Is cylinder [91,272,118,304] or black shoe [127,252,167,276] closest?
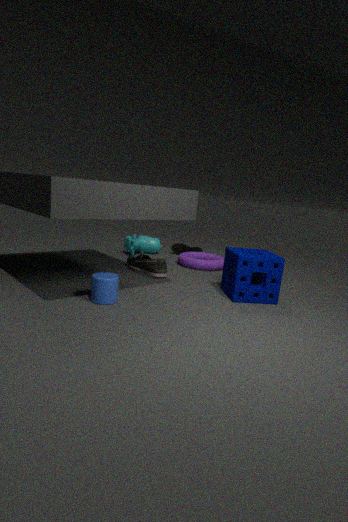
cylinder [91,272,118,304]
